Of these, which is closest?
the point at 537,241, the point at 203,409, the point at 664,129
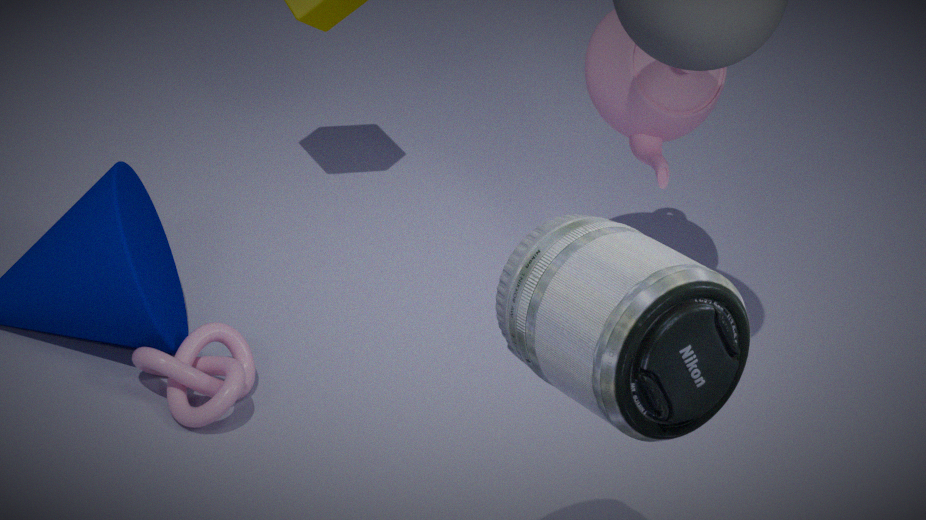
the point at 537,241
